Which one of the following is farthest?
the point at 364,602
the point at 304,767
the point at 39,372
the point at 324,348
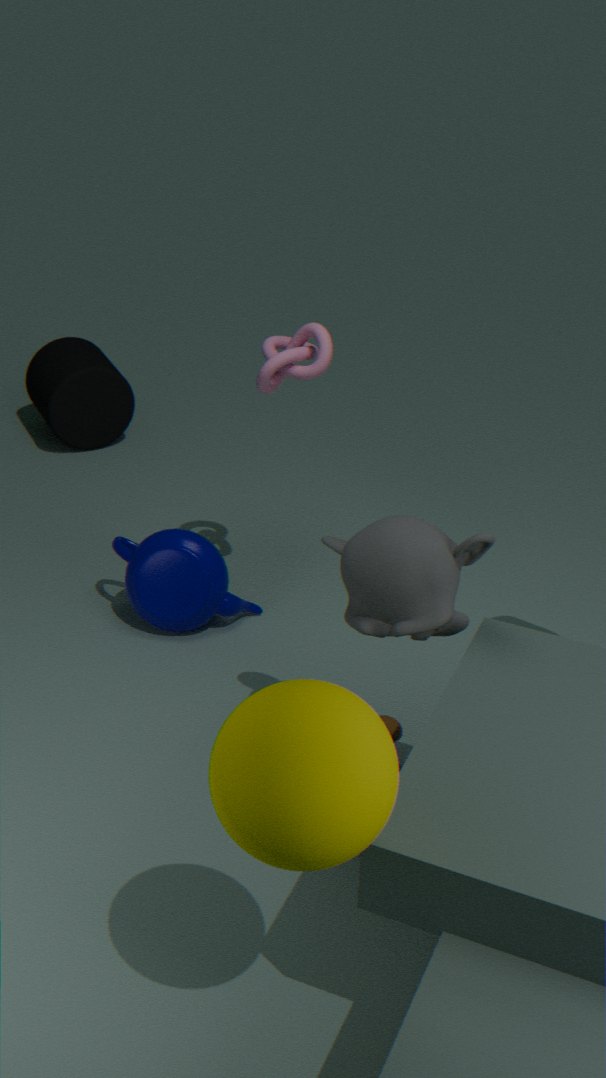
the point at 39,372
